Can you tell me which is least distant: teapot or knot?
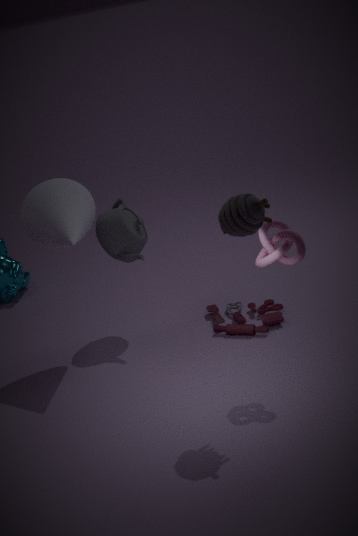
knot
